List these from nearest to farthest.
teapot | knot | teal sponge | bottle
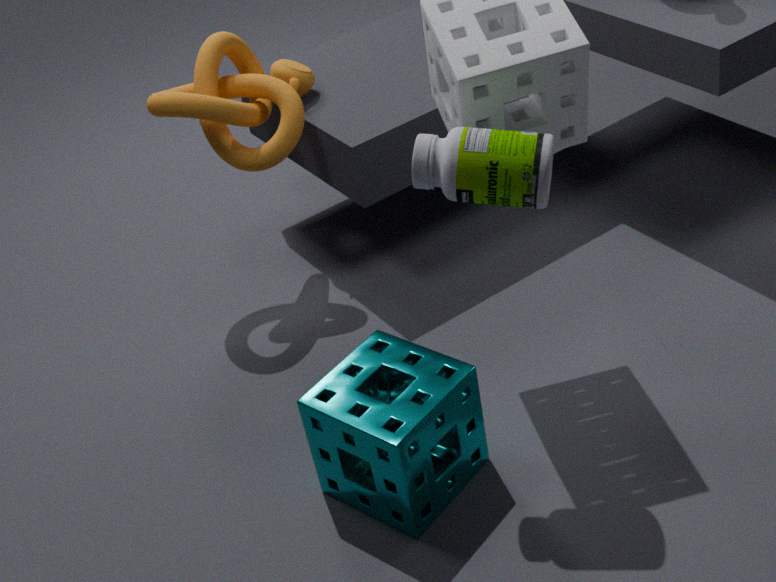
1. bottle
2. teal sponge
3. knot
4. teapot
